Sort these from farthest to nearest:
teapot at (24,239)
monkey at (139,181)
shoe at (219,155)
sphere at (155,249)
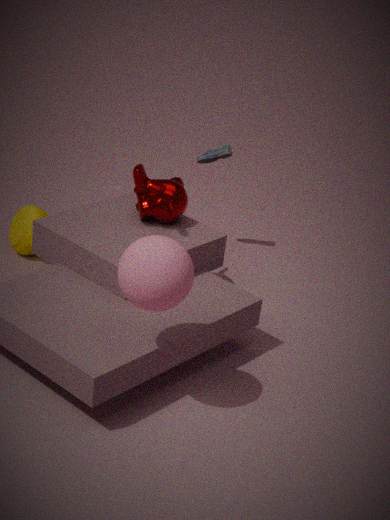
shoe at (219,155)
teapot at (24,239)
monkey at (139,181)
sphere at (155,249)
